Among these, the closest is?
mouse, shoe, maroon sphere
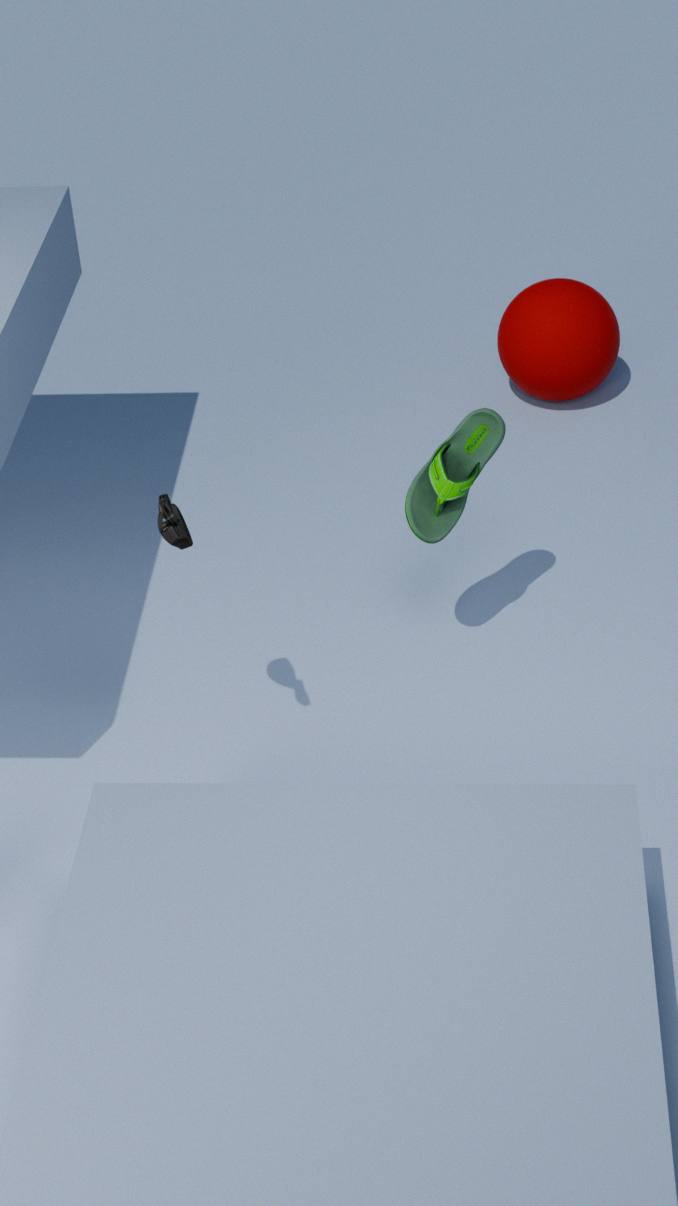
mouse
